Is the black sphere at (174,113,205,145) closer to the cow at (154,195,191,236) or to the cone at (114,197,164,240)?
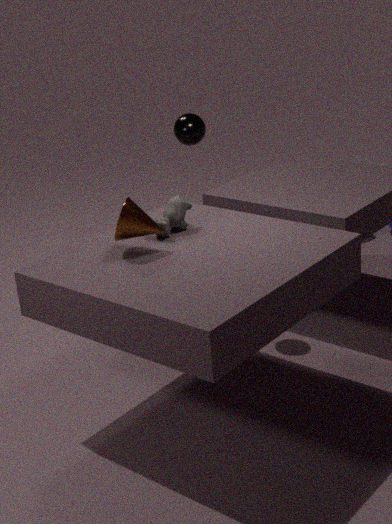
the cow at (154,195,191,236)
